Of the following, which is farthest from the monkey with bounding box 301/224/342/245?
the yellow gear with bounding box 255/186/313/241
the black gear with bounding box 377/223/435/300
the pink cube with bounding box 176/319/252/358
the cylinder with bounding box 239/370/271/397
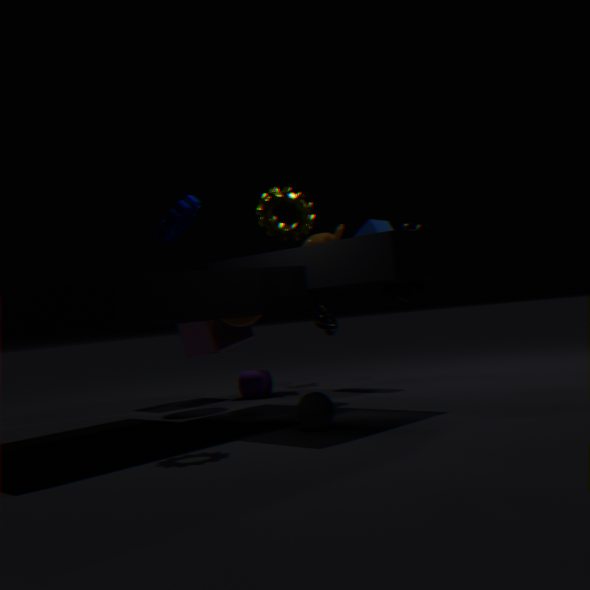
the yellow gear with bounding box 255/186/313/241
